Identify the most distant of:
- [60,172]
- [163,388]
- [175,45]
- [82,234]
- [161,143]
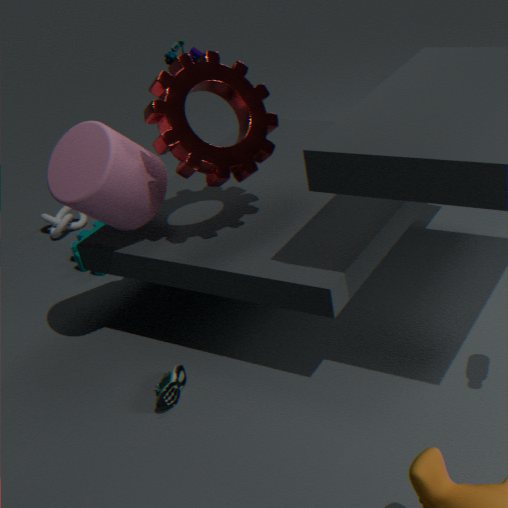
[82,234]
